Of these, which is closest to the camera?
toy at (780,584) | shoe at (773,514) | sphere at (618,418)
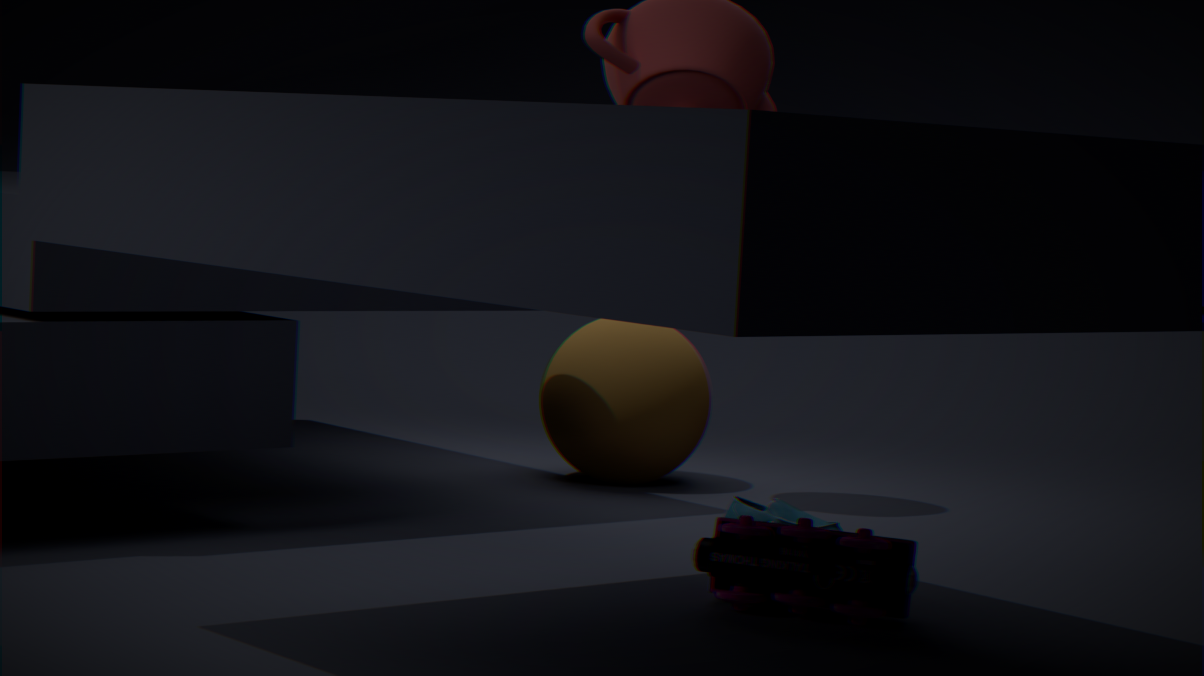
toy at (780,584)
